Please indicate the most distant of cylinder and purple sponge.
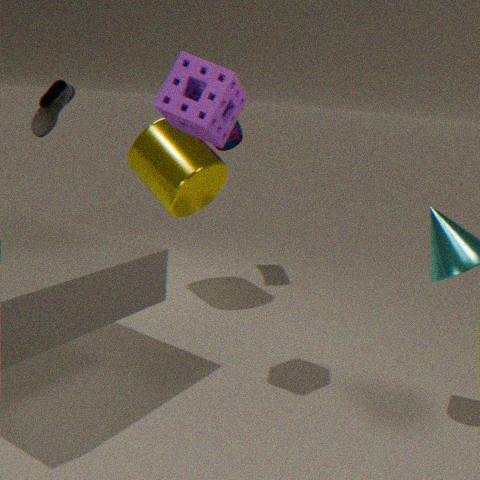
cylinder
